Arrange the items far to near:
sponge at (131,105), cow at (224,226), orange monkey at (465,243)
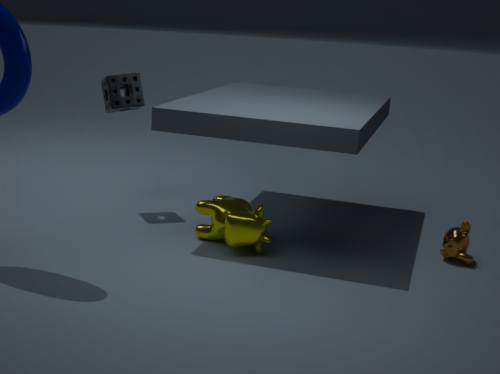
1. sponge at (131,105)
2. orange monkey at (465,243)
3. cow at (224,226)
